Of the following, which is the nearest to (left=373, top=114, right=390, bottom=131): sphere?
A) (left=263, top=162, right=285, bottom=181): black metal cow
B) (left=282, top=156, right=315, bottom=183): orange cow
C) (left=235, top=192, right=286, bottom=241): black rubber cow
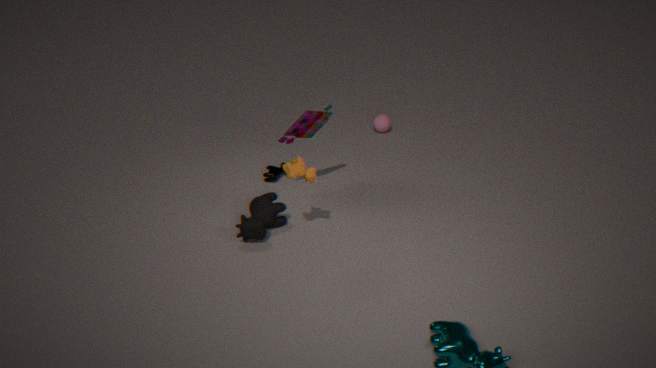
(left=263, top=162, right=285, bottom=181): black metal cow
